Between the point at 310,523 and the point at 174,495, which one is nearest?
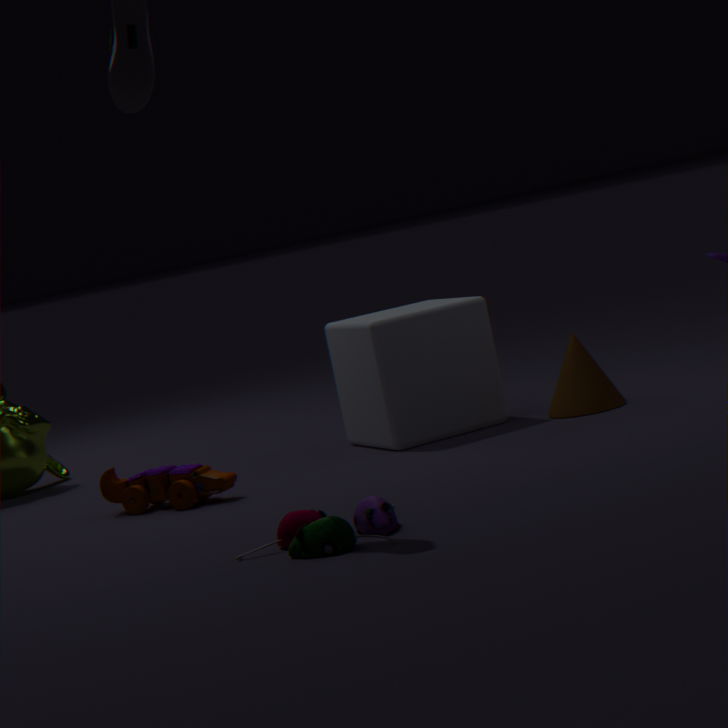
the point at 310,523
